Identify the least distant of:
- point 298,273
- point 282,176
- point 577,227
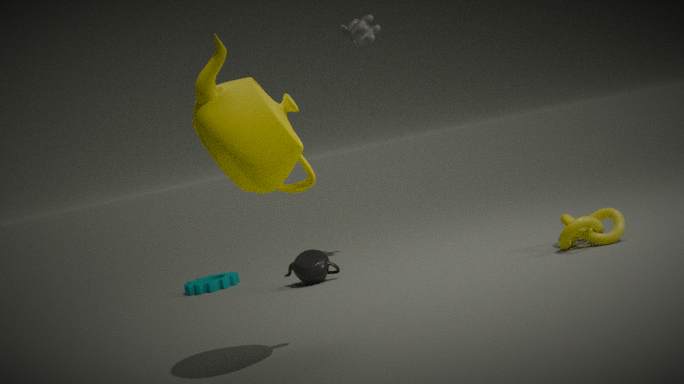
point 282,176
